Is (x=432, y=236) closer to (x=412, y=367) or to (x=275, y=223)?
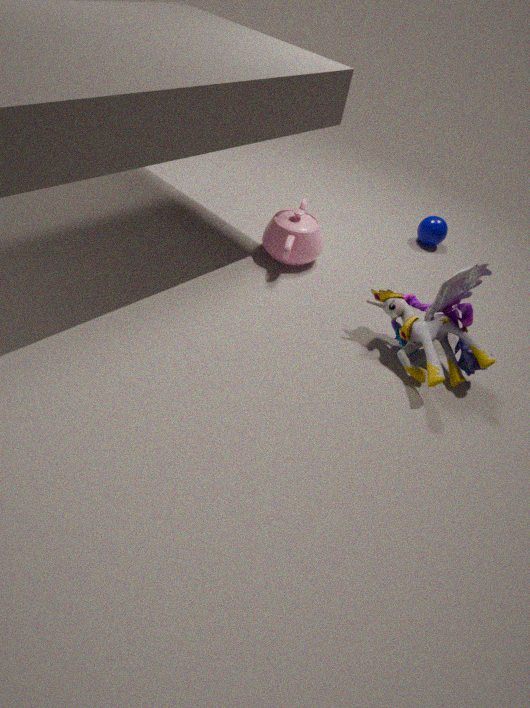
(x=275, y=223)
